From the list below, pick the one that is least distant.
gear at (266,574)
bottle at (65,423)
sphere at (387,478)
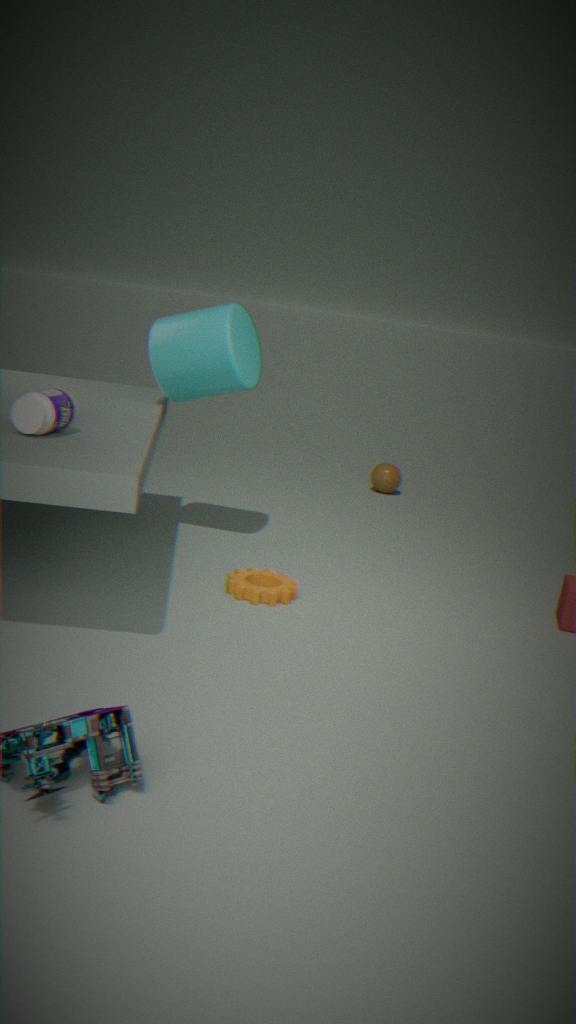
bottle at (65,423)
